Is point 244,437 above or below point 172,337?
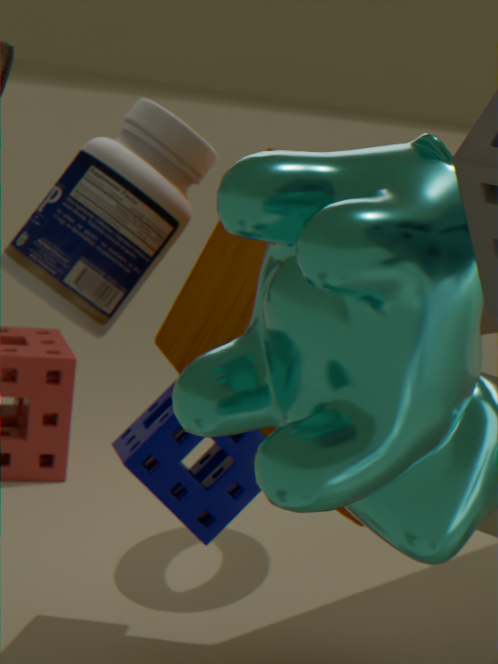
below
